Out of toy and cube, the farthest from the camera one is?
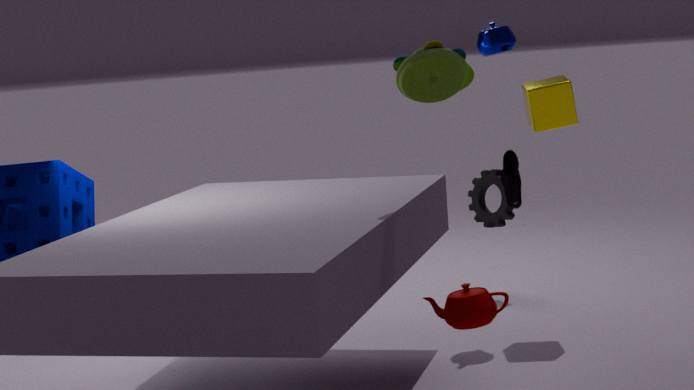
cube
